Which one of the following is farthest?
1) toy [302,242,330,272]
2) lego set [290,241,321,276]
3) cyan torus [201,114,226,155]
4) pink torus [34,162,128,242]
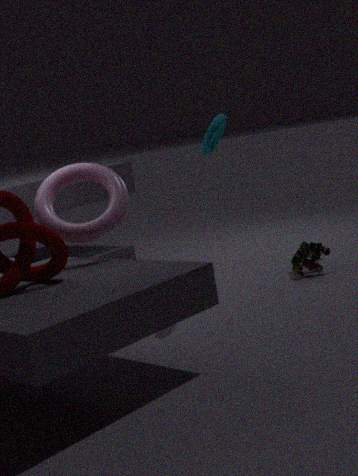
1. toy [302,242,330,272]
